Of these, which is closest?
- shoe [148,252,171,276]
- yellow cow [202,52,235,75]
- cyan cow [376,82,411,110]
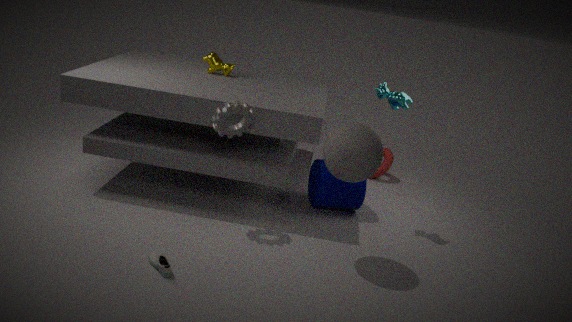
shoe [148,252,171,276]
